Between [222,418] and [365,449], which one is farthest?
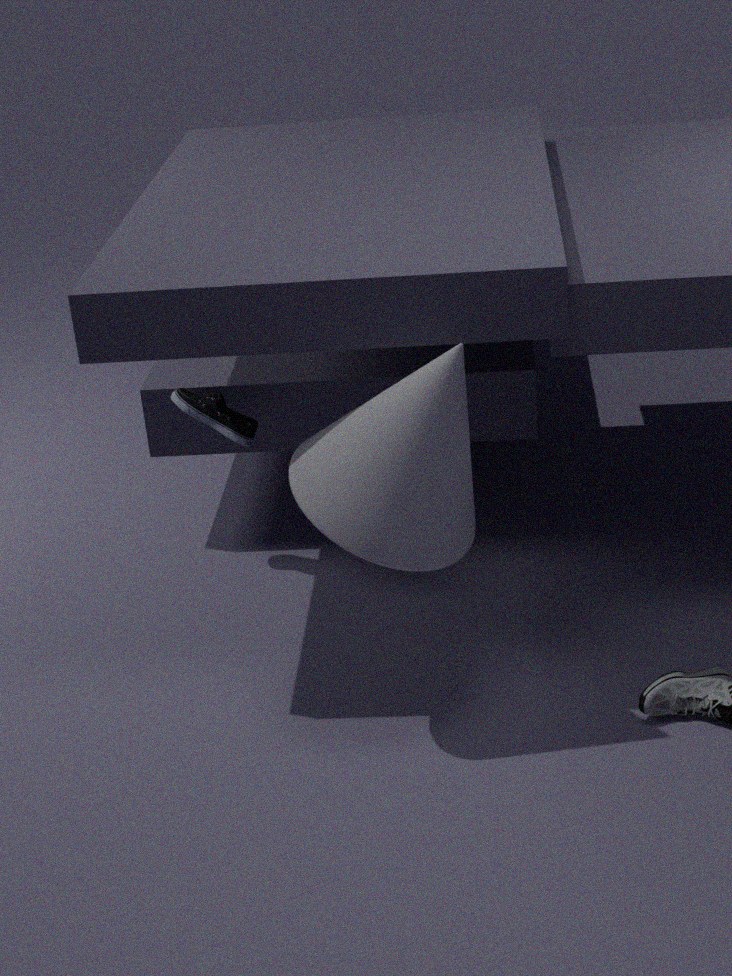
[222,418]
